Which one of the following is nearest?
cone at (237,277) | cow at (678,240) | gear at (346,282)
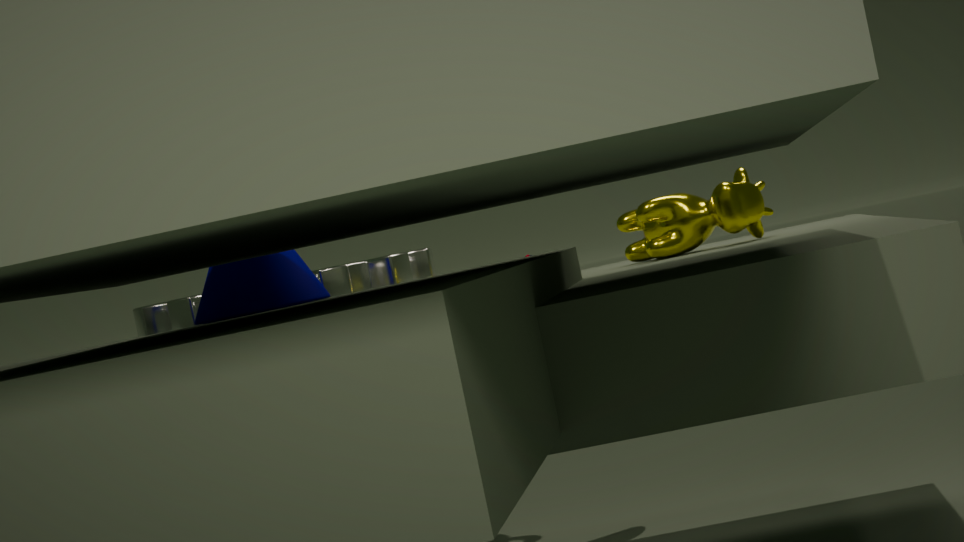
cone at (237,277)
